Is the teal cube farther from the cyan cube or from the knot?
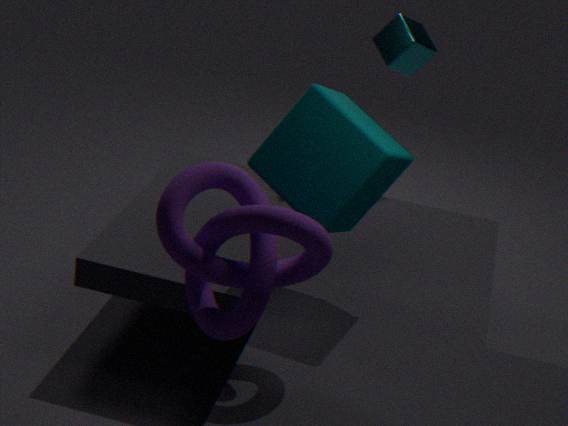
the cyan cube
